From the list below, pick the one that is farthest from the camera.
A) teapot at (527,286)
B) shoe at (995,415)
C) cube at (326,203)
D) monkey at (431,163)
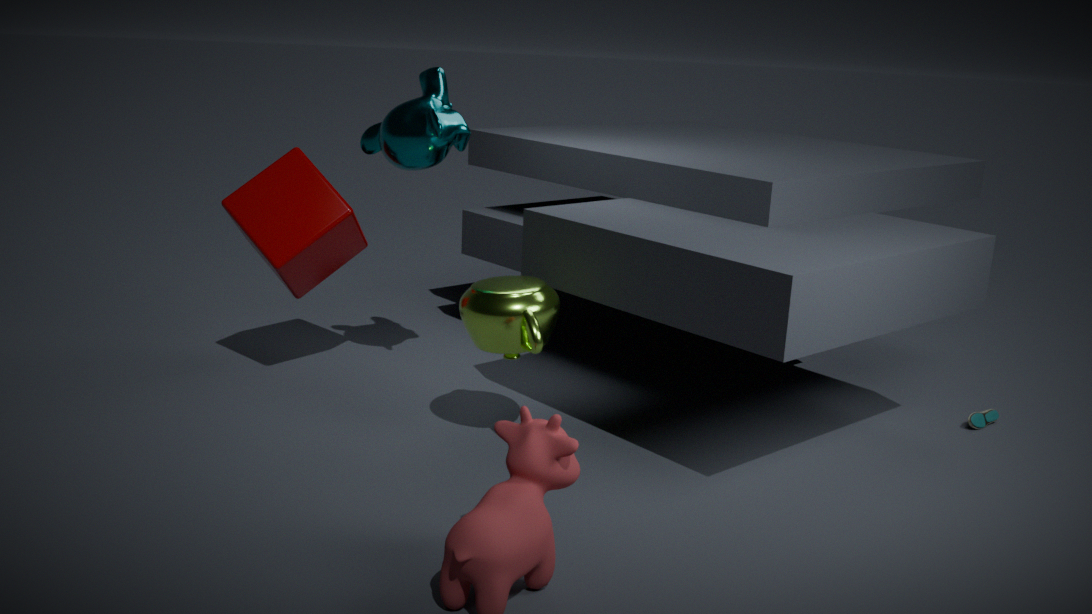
shoe at (995,415)
